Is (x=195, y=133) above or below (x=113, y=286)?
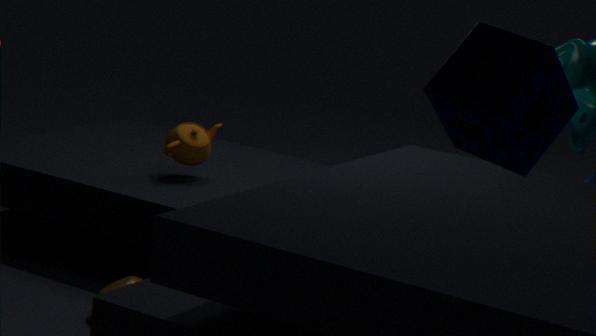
above
